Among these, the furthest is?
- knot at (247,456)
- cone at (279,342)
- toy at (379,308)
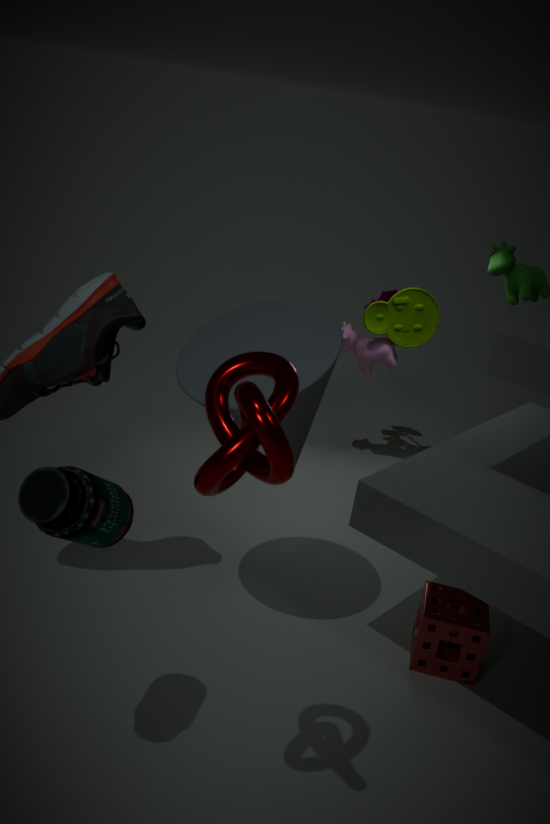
toy at (379,308)
